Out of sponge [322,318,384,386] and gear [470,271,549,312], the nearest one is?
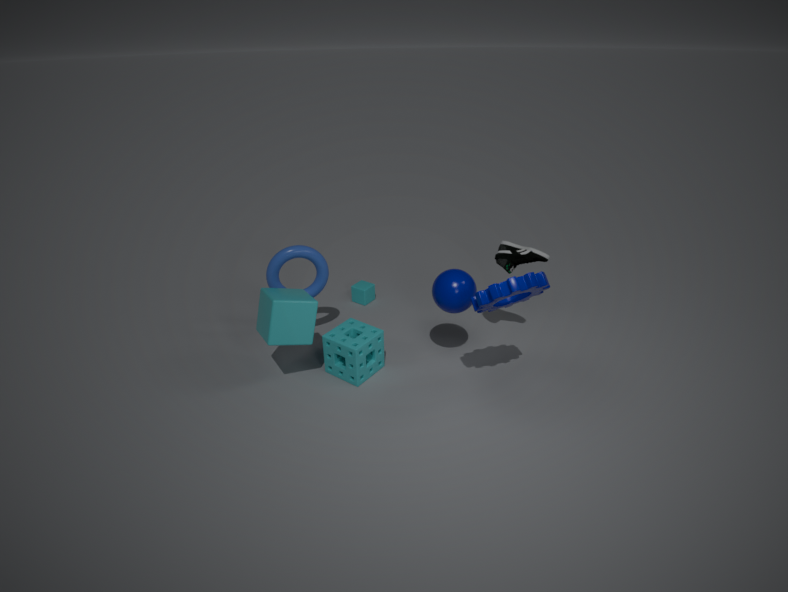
gear [470,271,549,312]
